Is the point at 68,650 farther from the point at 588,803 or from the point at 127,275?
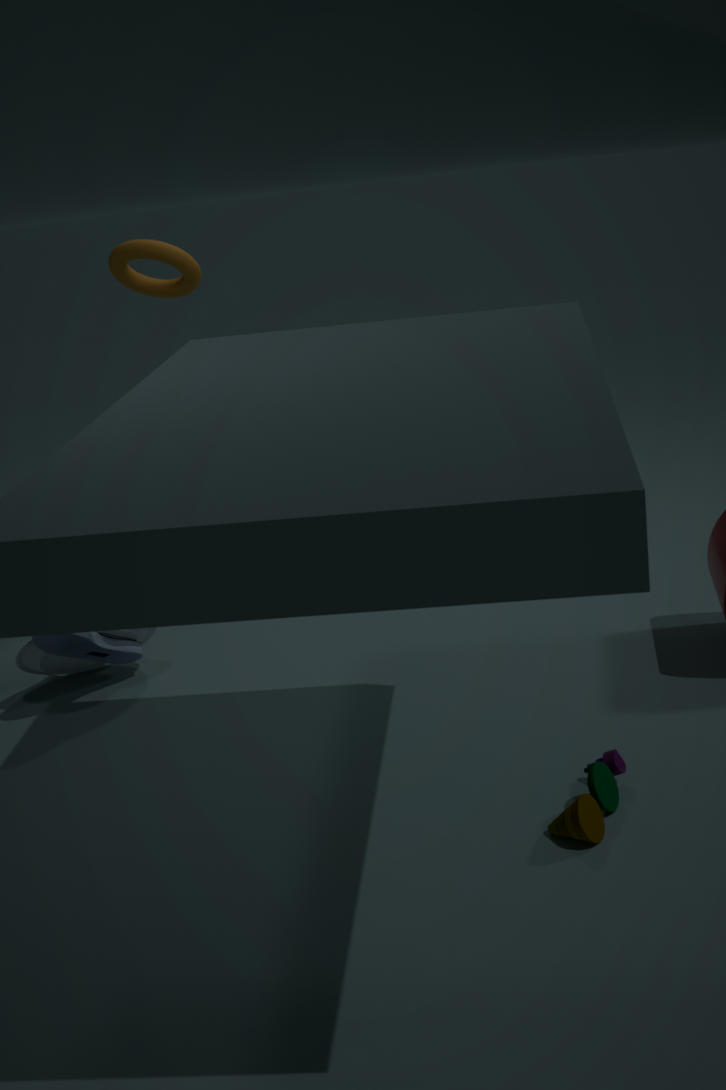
the point at 588,803
